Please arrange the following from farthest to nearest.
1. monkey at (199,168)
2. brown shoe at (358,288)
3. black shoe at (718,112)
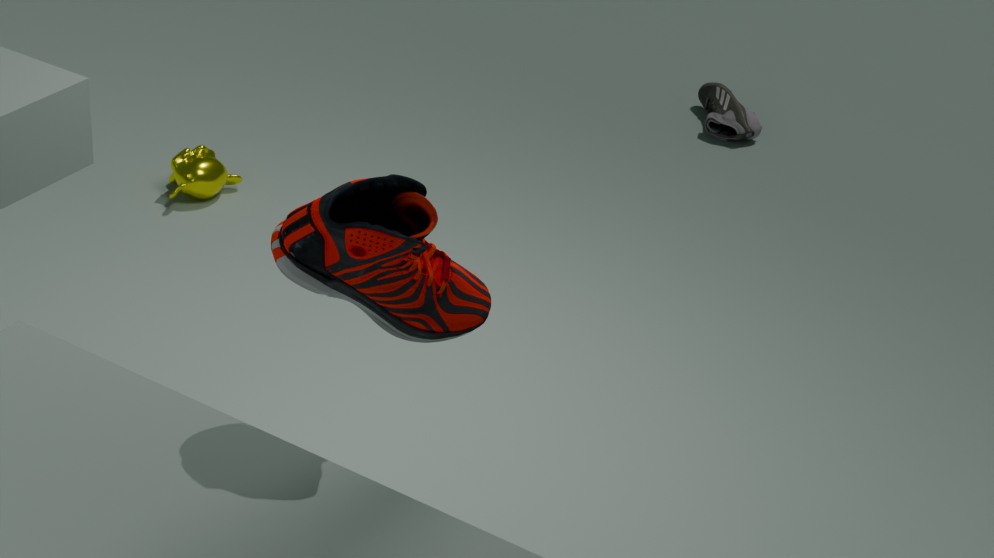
black shoe at (718,112)
monkey at (199,168)
brown shoe at (358,288)
